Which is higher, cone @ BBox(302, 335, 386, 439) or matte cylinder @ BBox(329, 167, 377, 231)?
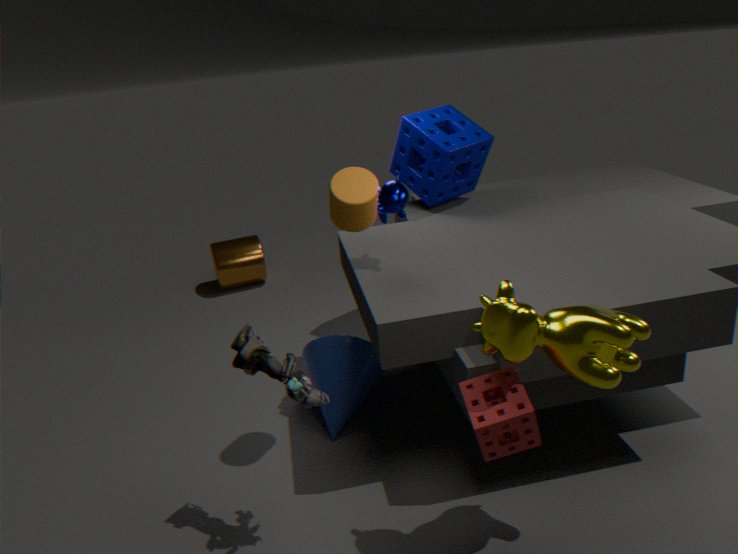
matte cylinder @ BBox(329, 167, 377, 231)
